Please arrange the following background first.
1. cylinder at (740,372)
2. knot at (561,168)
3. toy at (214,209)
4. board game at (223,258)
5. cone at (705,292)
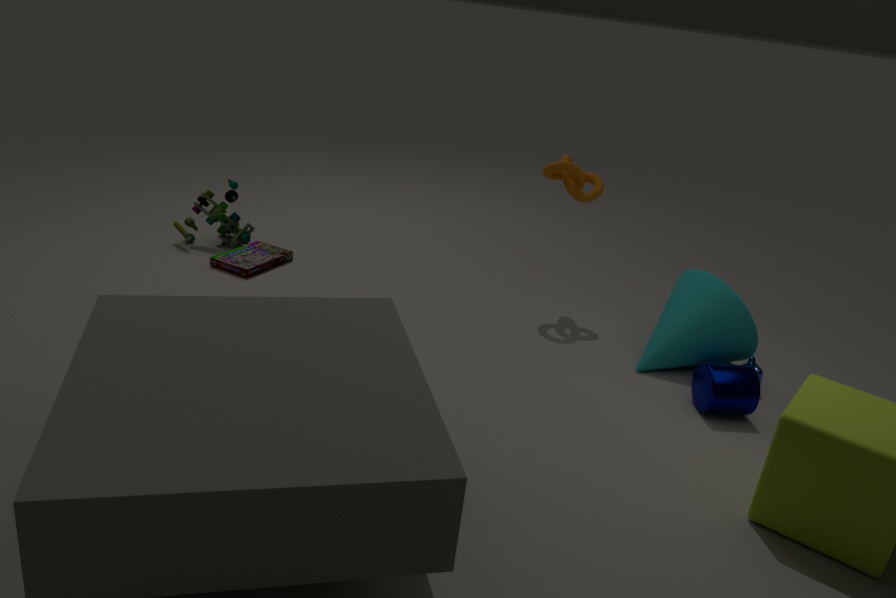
toy at (214,209)
board game at (223,258)
knot at (561,168)
cone at (705,292)
cylinder at (740,372)
